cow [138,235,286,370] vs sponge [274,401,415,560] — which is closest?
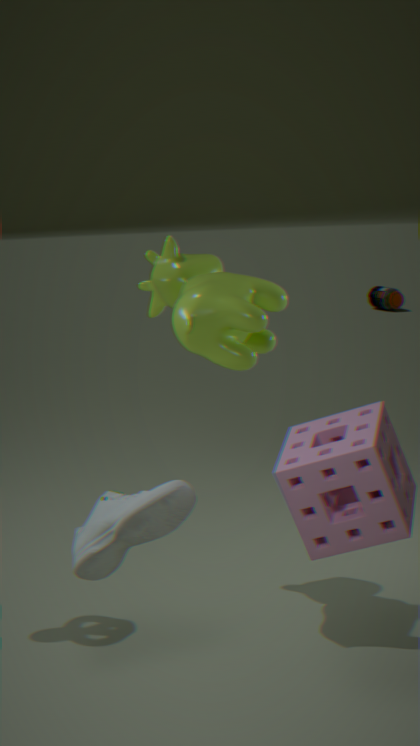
sponge [274,401,415,560]
